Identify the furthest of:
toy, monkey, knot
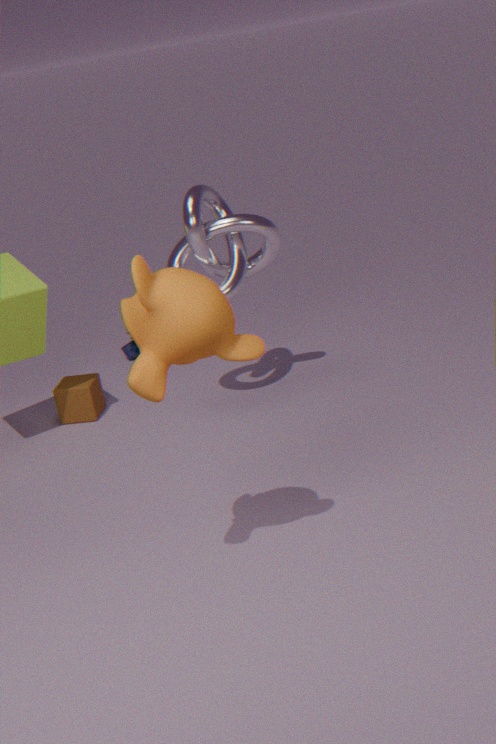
toy
